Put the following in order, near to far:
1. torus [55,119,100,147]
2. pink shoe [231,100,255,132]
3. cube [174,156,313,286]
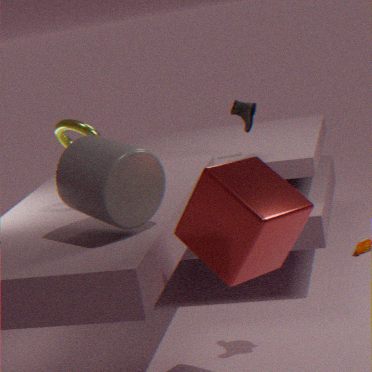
cube [174,156,313,286] → torus [55,119,100,147] → pink shoe [231,100,255,132]
